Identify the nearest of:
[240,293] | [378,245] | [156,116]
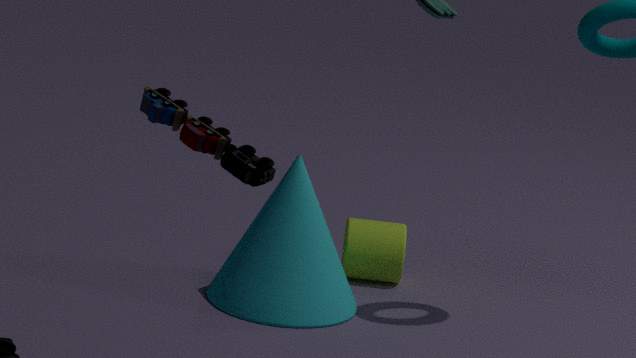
[156,116]
